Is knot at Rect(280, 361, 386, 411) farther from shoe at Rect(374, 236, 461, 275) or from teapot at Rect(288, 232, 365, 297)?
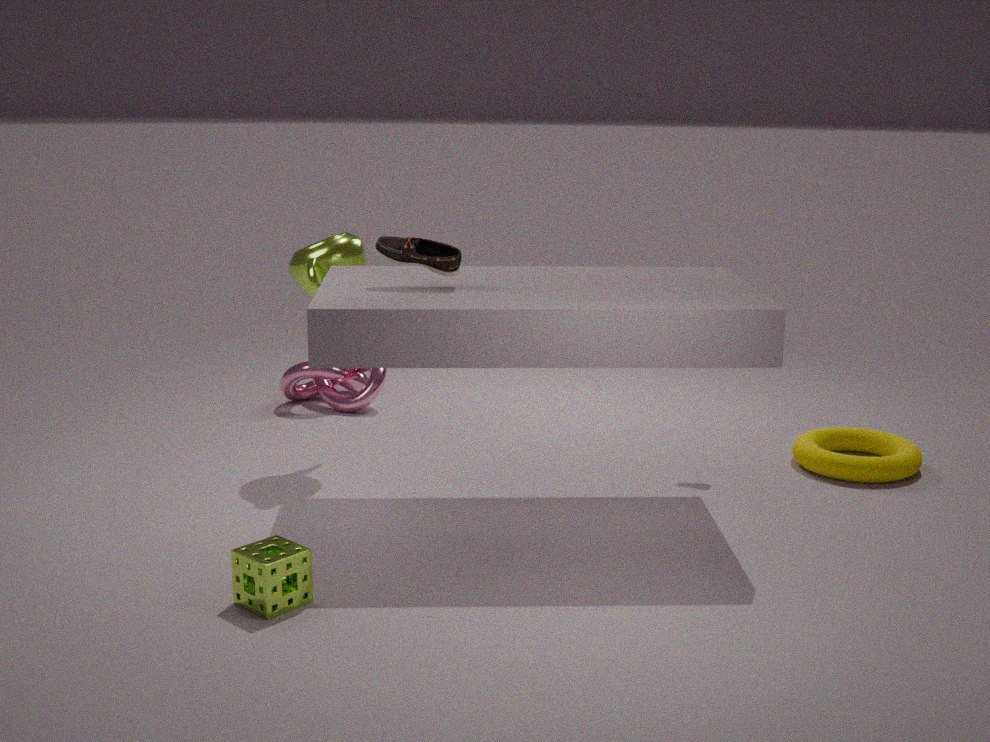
shoe at Rect(374, 236, 461, 275)
